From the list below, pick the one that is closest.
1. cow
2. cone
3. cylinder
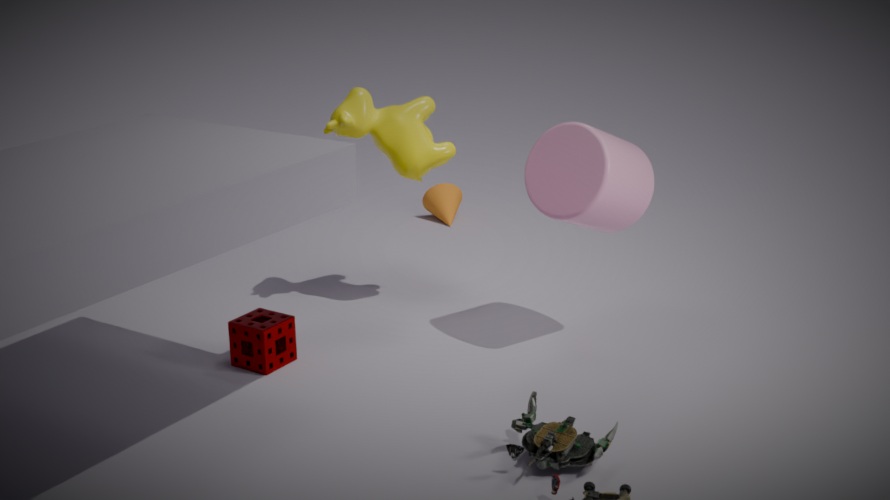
cylinder
